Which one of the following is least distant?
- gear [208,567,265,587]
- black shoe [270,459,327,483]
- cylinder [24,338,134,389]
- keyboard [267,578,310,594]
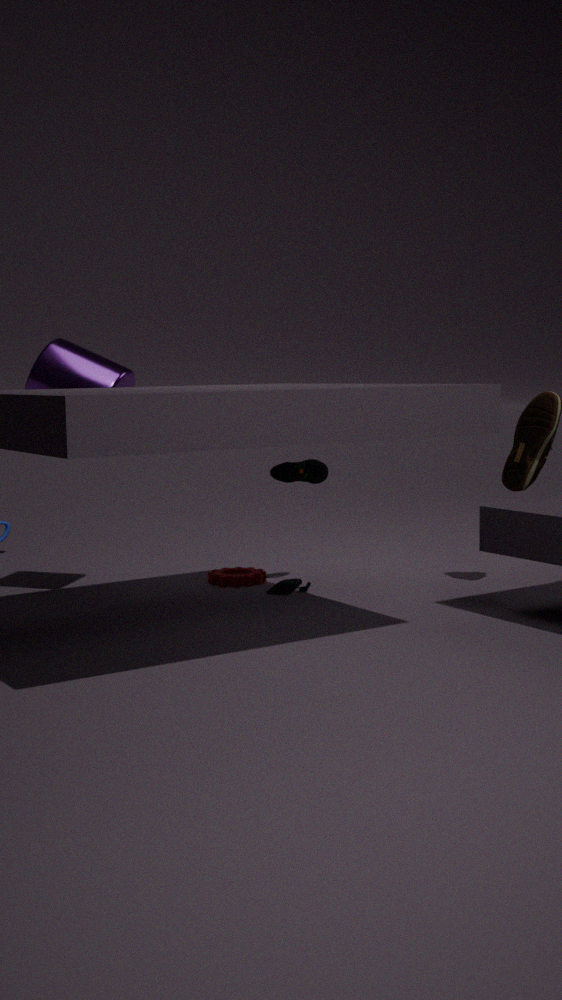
cylinder [24,338,134,389]
